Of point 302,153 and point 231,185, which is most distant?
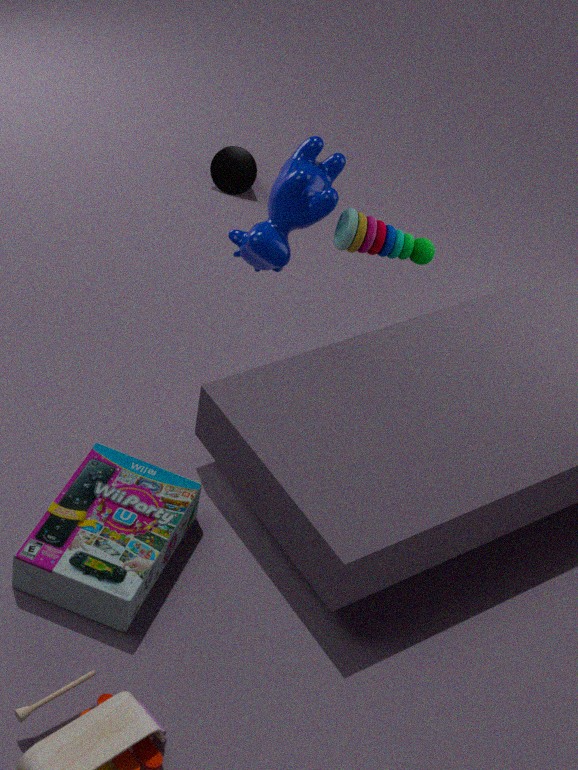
point 231,185
